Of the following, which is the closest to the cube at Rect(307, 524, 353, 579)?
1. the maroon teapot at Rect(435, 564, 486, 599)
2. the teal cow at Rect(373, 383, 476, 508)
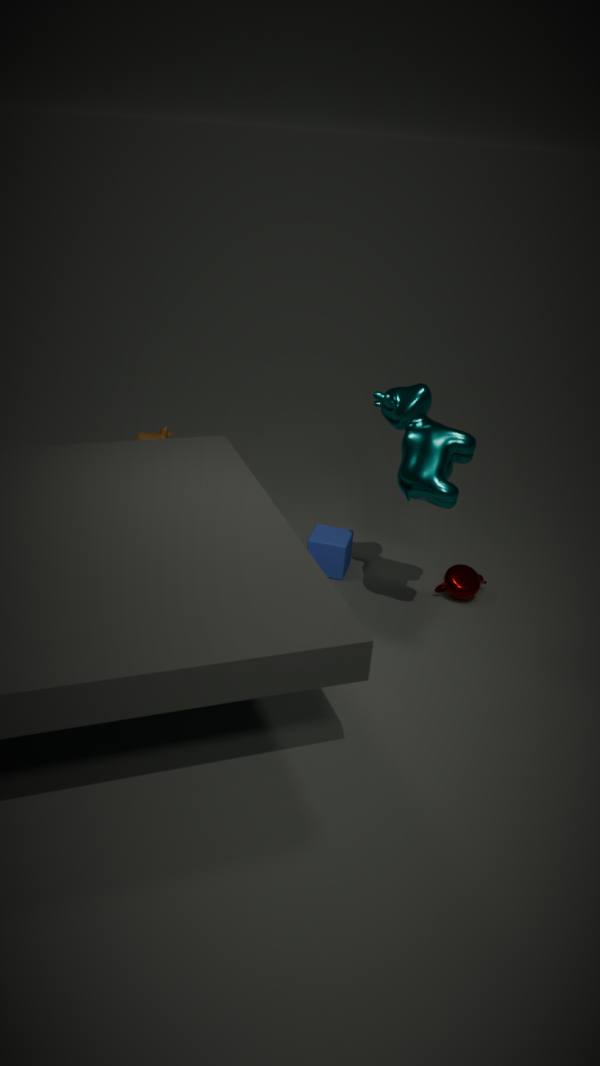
the maroon teapot at Rect(435, 564, 486, 599)
